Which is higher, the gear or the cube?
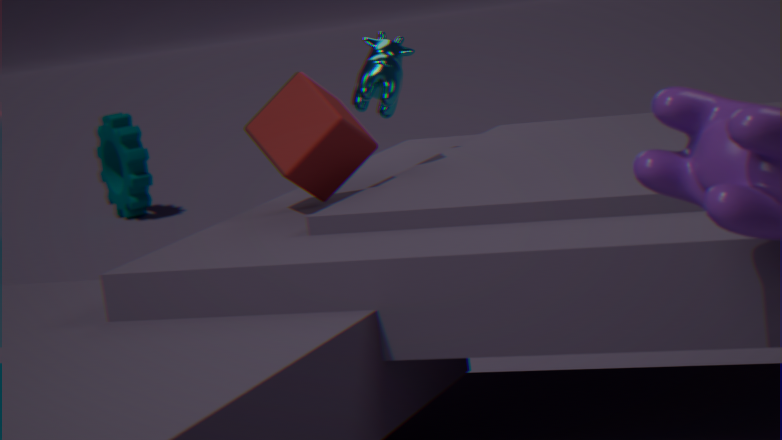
the cube
